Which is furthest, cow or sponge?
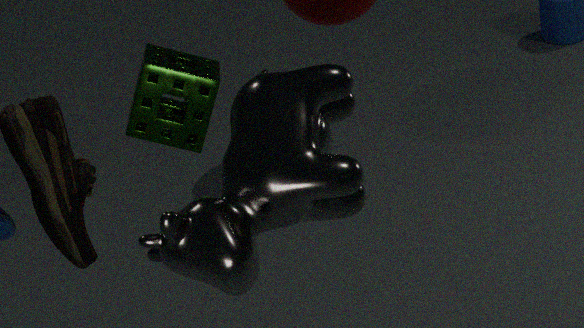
sponge
